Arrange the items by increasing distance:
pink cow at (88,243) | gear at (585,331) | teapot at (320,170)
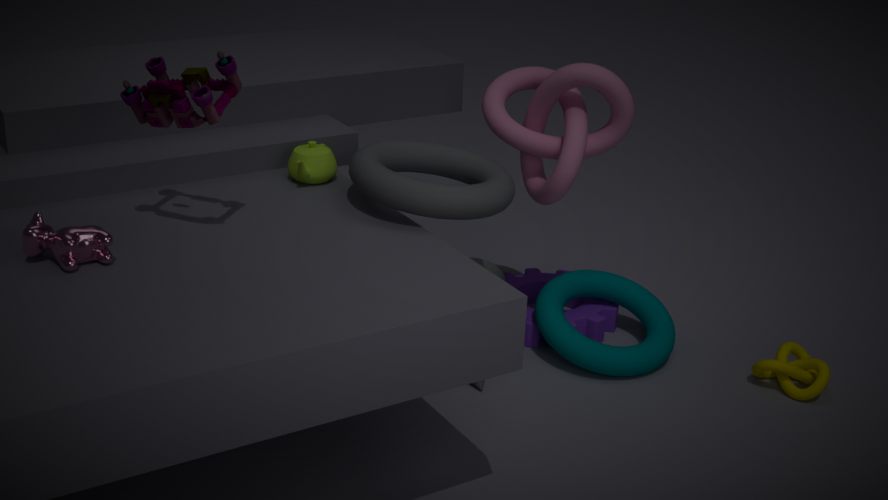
pink cow at (88,243), teapot at (320,170), gear at (585,331)
